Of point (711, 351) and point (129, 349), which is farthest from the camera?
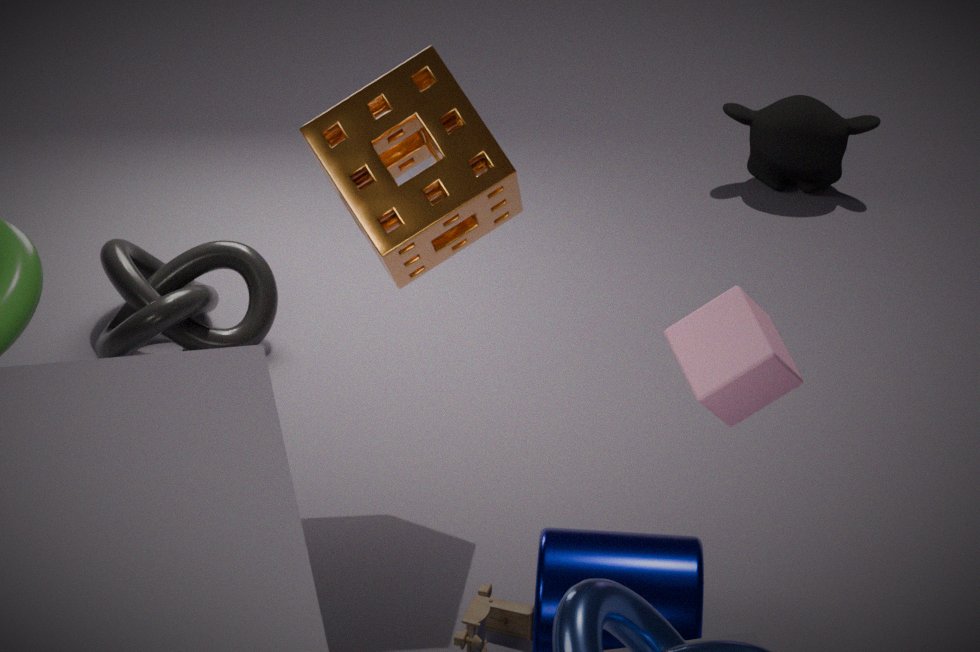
point (129, 349)
